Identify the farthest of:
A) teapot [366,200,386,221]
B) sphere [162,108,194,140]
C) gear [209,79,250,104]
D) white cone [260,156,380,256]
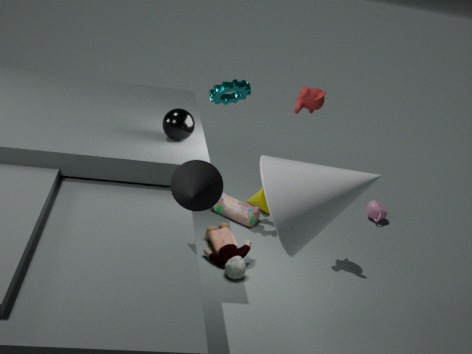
teapot [366,200,386,221]
